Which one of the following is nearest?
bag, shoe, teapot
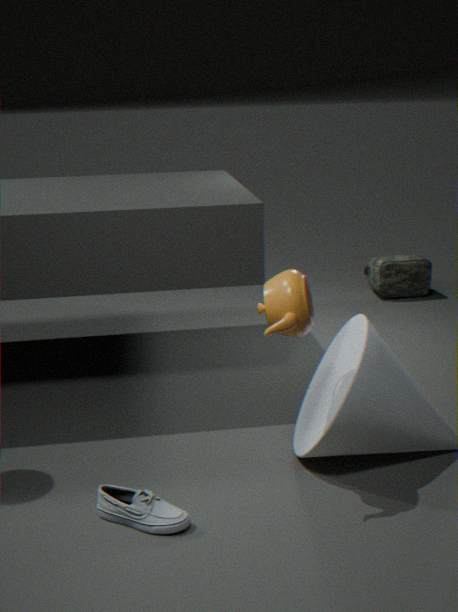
teapot
